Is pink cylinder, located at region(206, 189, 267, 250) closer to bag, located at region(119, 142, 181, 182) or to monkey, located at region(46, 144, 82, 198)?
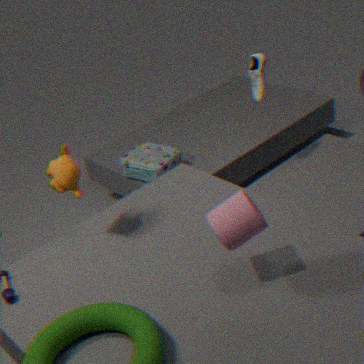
monkey, located at region(46, 144, 82, 198)
